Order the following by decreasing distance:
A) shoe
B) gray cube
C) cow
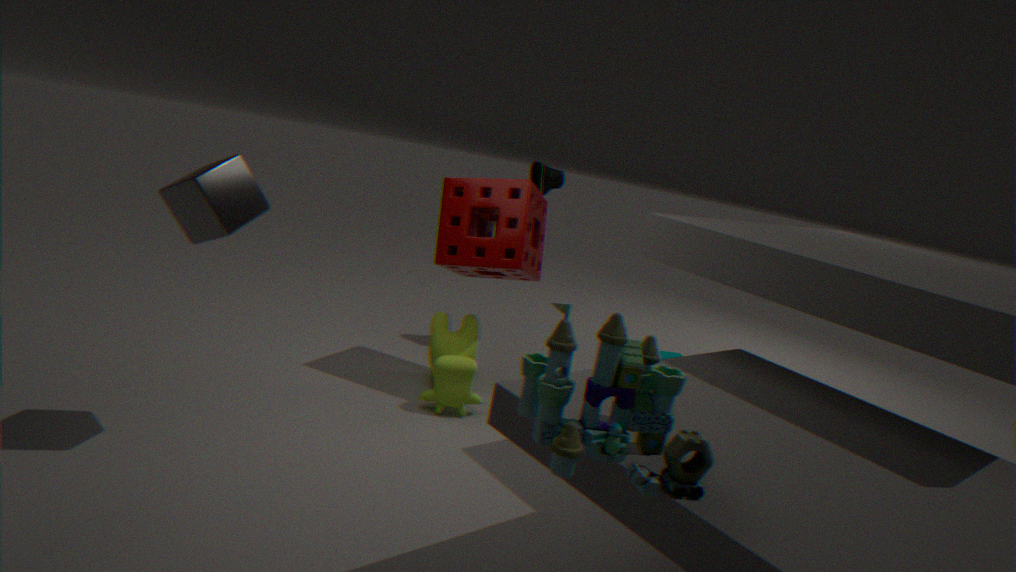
shoe, cow, gray cube
